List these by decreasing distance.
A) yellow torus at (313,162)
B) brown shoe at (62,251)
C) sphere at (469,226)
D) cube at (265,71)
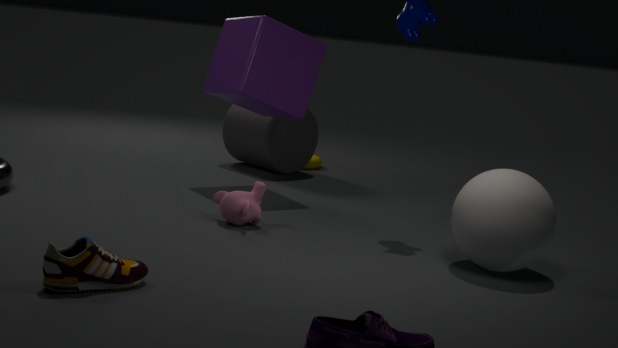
yellow torus at (313,162)
cube at (265,71)
sphere at (469,226)
brown shoe at (62,251)
